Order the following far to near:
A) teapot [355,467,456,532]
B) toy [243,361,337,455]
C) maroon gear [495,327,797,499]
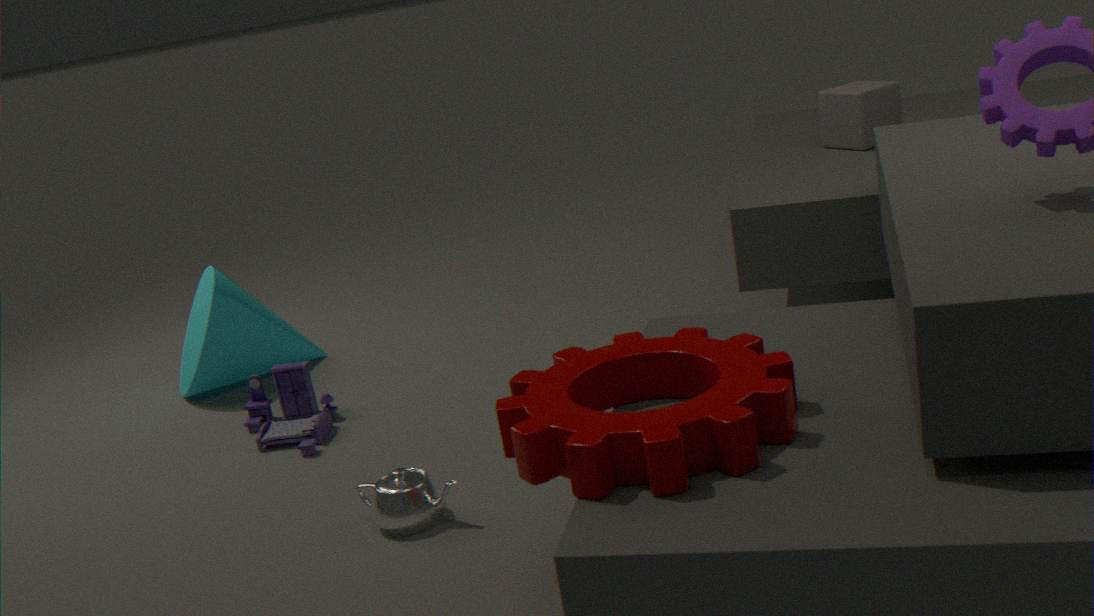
toy [243,361,337,455]
teapot [355,467,456,532]
maroon gear [495,327,797,499]
